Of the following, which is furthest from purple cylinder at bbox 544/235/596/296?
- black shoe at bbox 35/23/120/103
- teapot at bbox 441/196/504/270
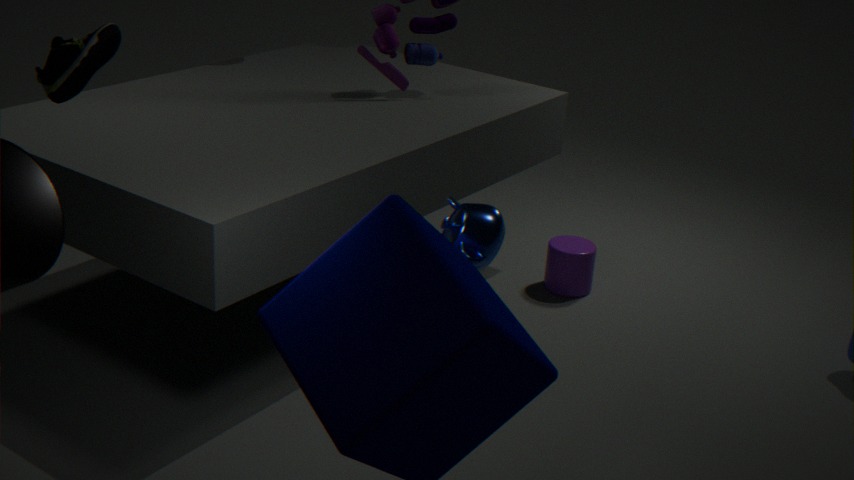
black shoe at bbox 35/23/120/103
